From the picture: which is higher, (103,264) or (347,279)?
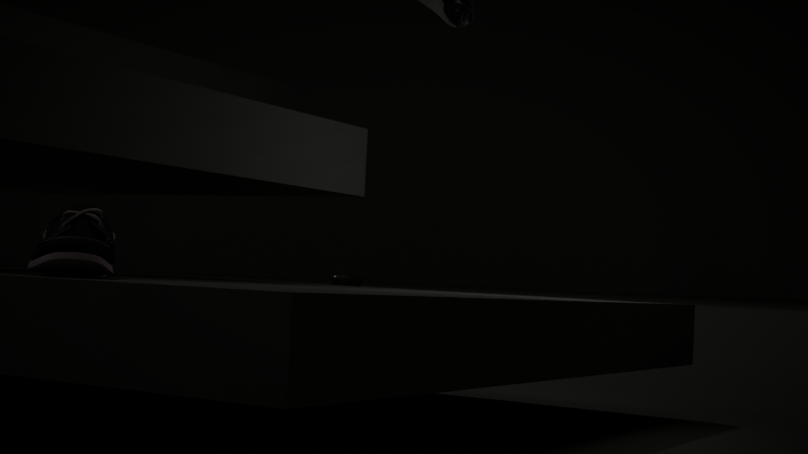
(103,264)
